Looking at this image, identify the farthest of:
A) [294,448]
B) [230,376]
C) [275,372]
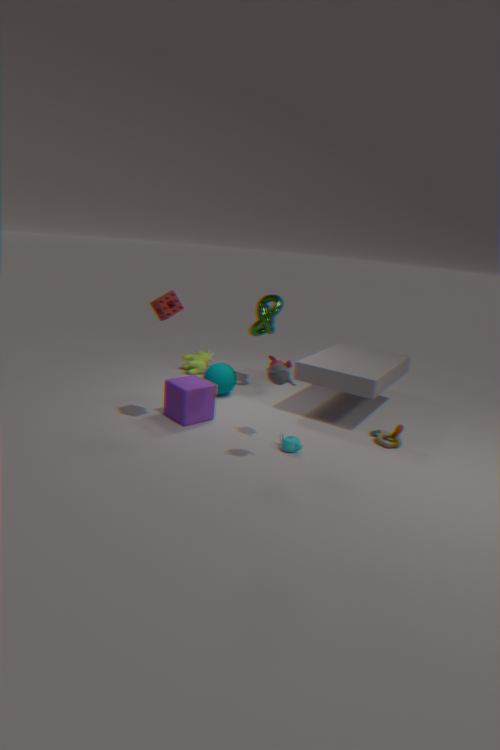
[230,376]
